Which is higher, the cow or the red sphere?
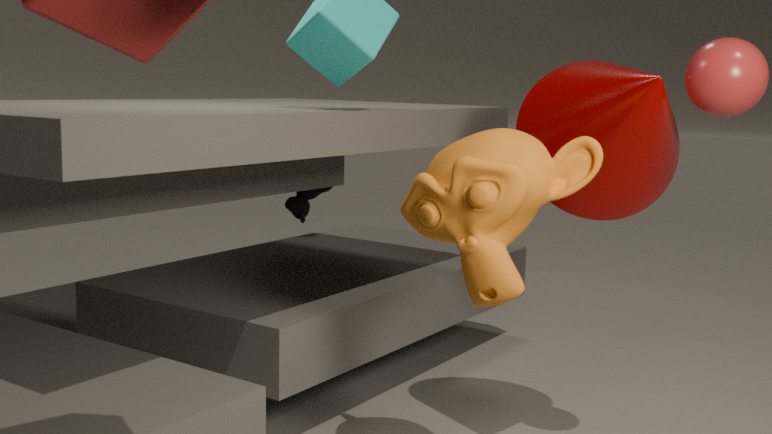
the red sphere
